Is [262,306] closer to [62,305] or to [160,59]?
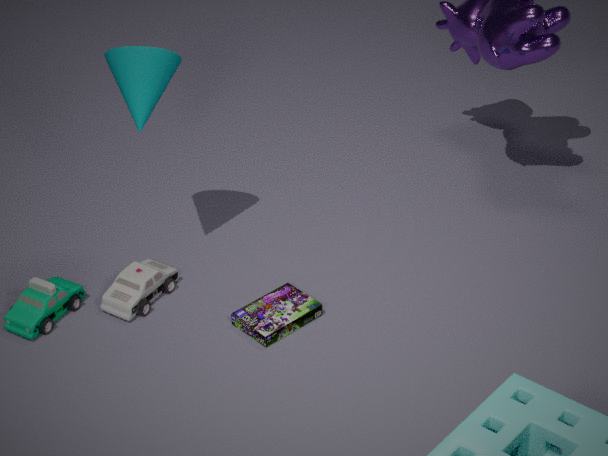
[62,305]
